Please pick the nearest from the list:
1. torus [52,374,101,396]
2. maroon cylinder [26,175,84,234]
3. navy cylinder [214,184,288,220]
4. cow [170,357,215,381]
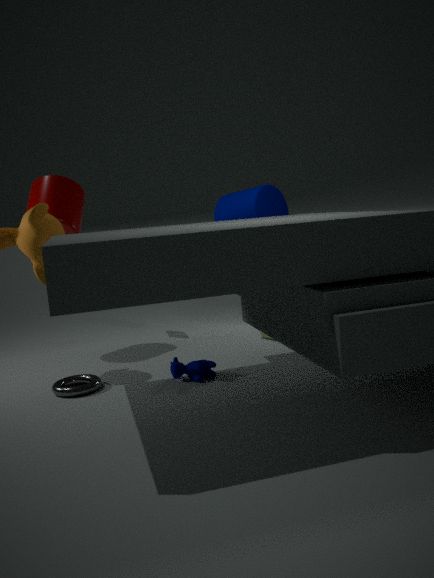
torus [52,374,101,396]
